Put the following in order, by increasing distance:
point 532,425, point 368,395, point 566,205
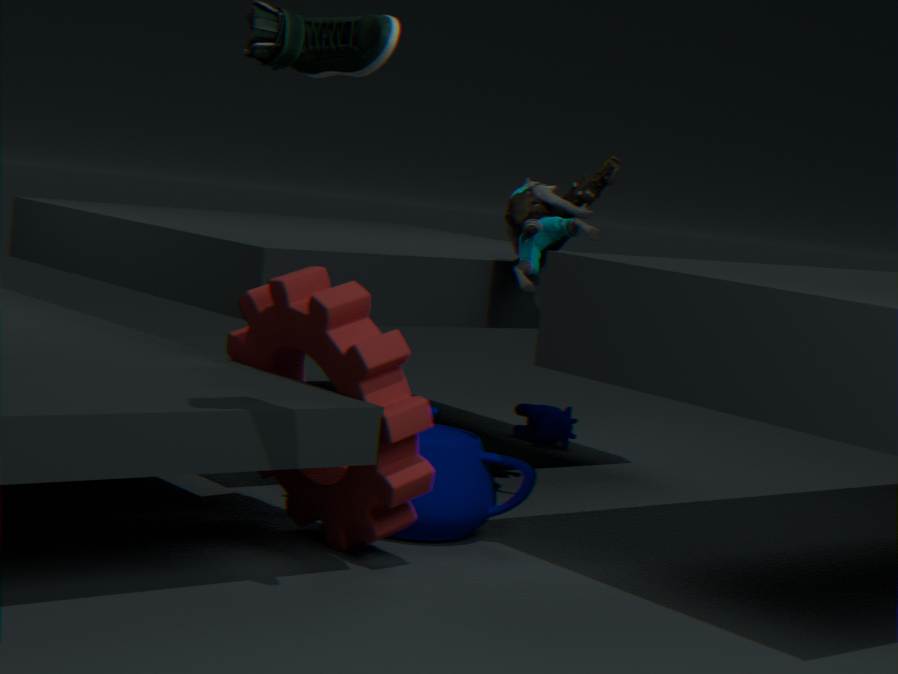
point 368,395 → point 566,205 → point 532,425
